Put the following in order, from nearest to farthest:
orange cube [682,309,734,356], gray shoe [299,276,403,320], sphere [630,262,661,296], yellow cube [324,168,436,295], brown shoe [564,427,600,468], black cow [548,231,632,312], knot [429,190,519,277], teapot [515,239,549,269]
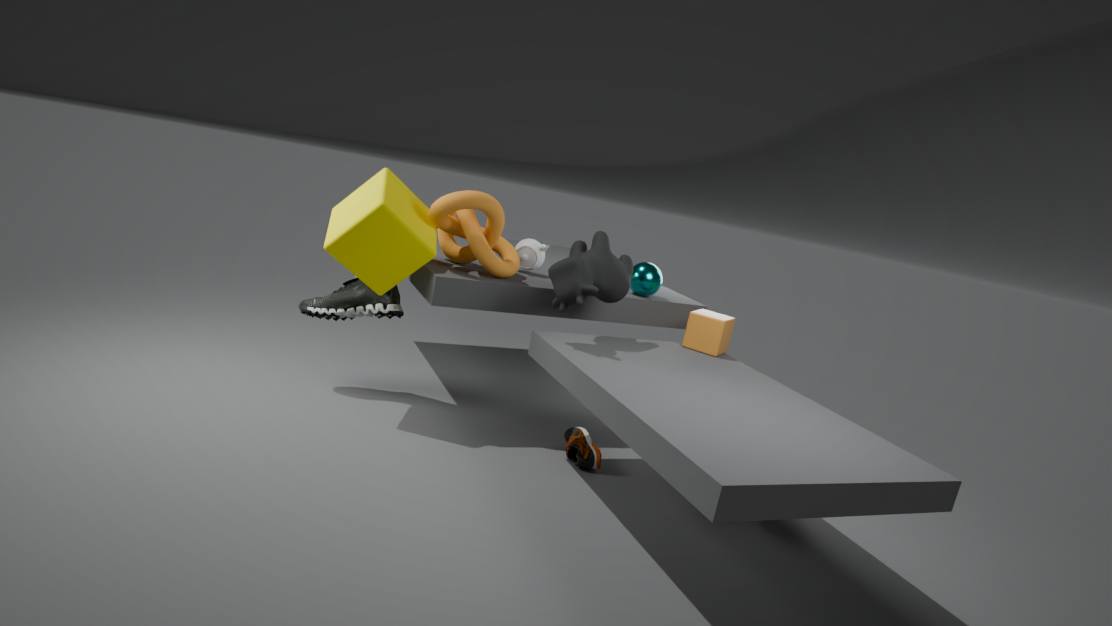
black cow [548,231,632,312]
yellow cube [324,168,436,295]
knot [429,190,519,277]
brown shoe [564,427,600,468]
orange cube [682,309,734,356]
gray shoe [299,276,403,320]
sphere [630,262,661,296]
teapot [515,239,549,269]
